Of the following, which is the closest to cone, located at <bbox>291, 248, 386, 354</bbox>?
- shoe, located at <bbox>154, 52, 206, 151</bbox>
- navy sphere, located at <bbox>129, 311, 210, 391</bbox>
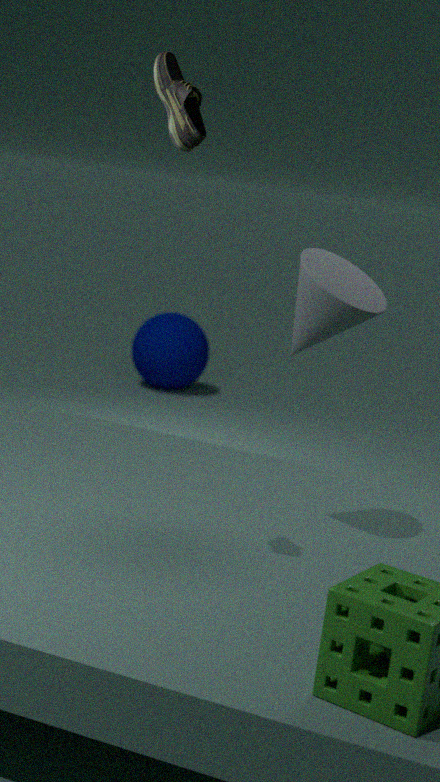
shoe, located at <bbox>154, 52, 206, 151</bbox>
